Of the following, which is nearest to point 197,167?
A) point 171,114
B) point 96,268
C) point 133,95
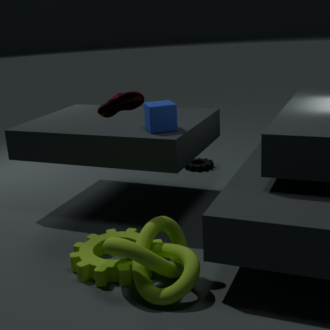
point 171,114
